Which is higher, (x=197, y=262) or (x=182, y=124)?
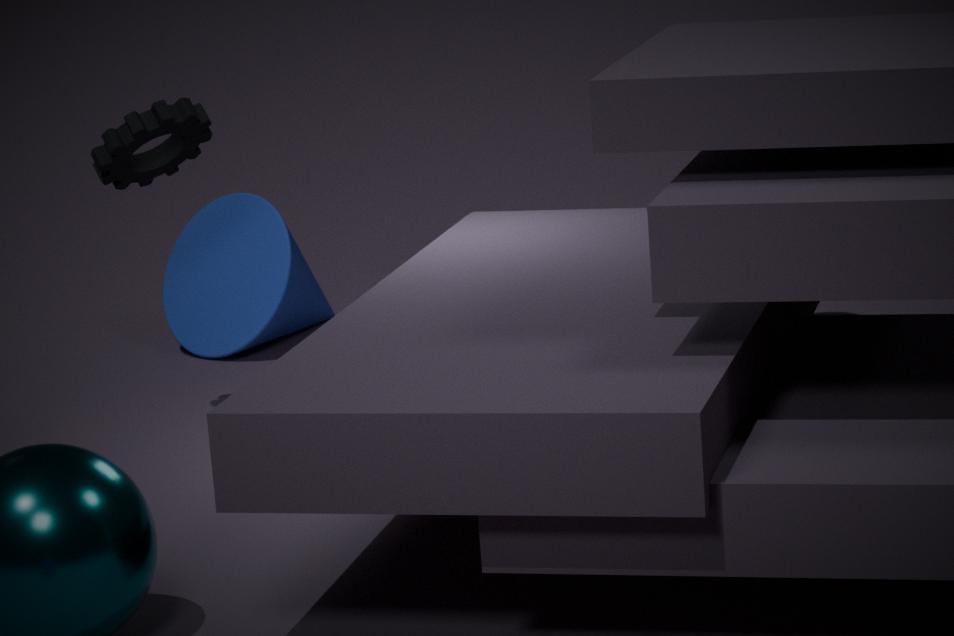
(x=182, y=124)
